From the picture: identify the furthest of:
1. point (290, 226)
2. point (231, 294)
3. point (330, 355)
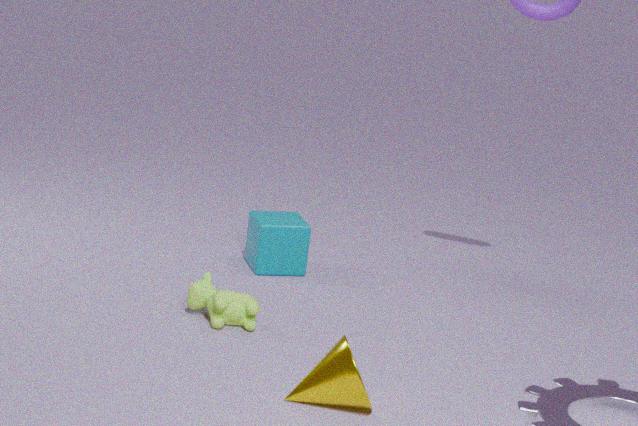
point (290, 226)
